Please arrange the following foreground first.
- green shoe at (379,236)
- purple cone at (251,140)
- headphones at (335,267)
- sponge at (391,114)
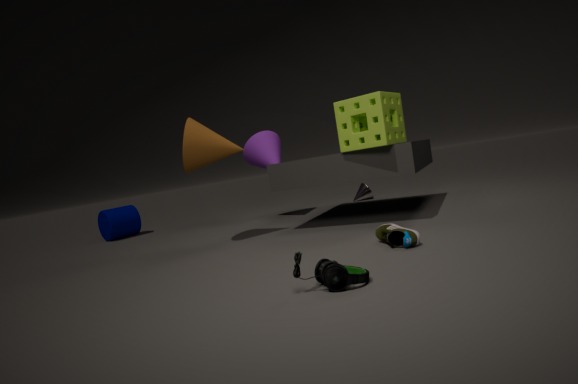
headphones at (335,267) → green shoe at (379,236) → sponge at (391,114) → purple cone at (251,140)
